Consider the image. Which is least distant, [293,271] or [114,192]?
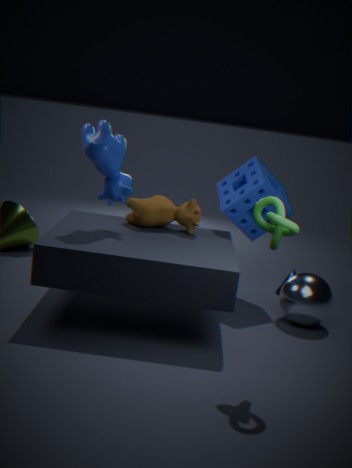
[114,192]
